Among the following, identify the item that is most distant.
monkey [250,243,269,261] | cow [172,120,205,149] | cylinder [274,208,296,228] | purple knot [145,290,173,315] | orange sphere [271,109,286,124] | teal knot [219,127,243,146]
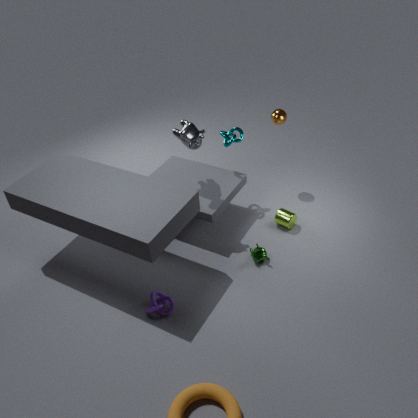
orange sphere [271,109,286,124]
